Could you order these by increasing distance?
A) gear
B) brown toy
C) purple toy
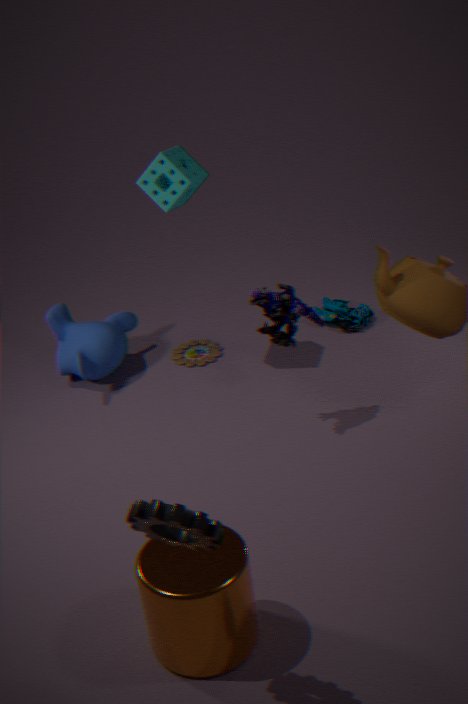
gear, purple toy, brown toy
